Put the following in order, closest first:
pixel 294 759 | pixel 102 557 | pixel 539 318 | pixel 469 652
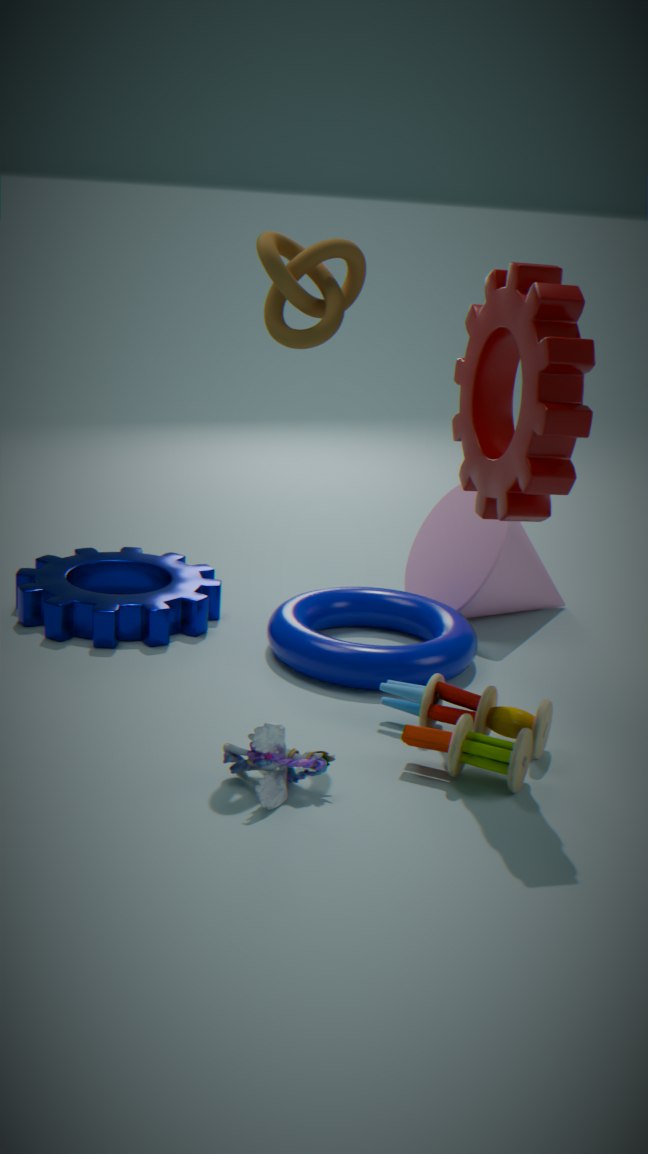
pixel 539 318 → pixel 294 759 → pixel 469 652 → pixel 102 557
